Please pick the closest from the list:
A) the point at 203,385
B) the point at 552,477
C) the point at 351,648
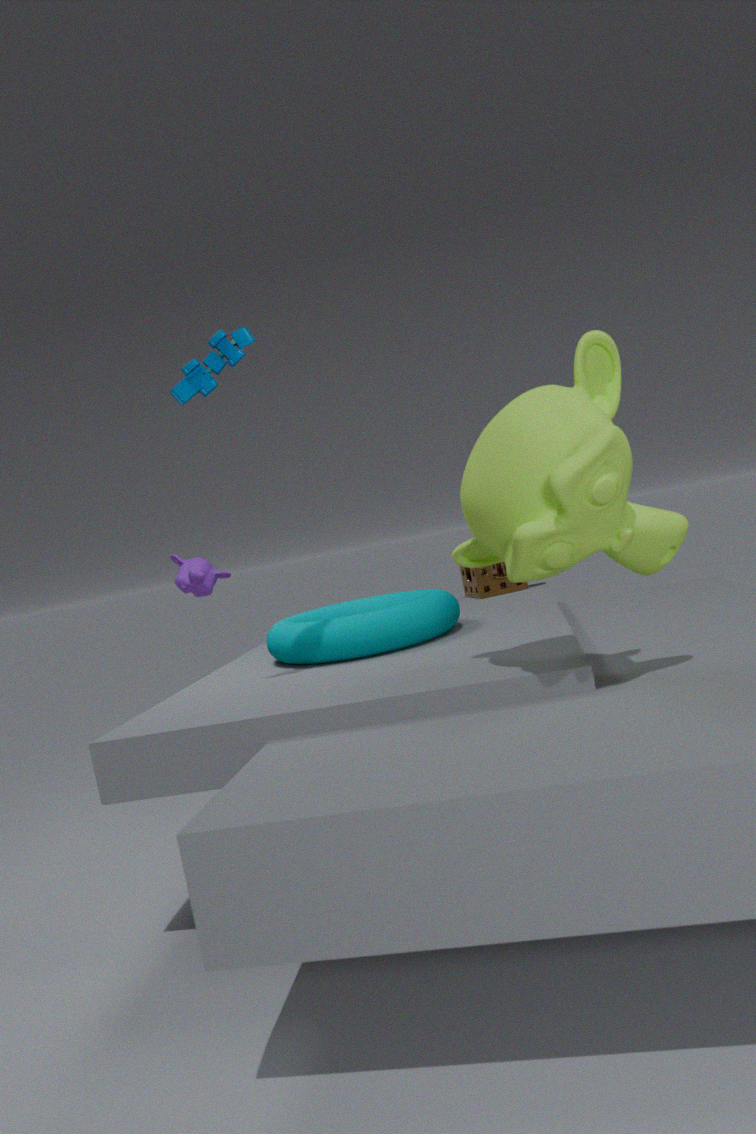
the point at 552,477
